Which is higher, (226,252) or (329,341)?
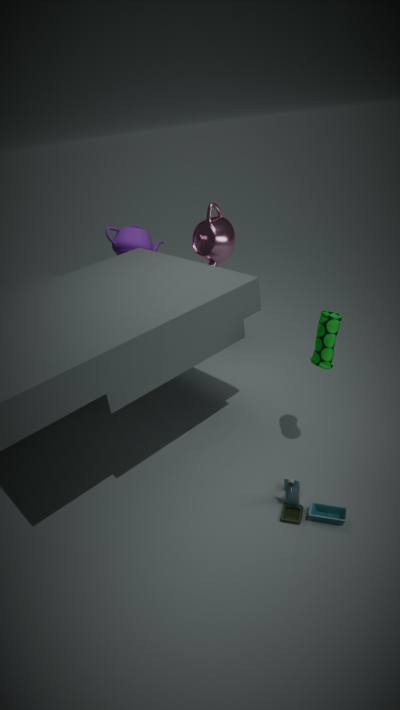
(226,252)
